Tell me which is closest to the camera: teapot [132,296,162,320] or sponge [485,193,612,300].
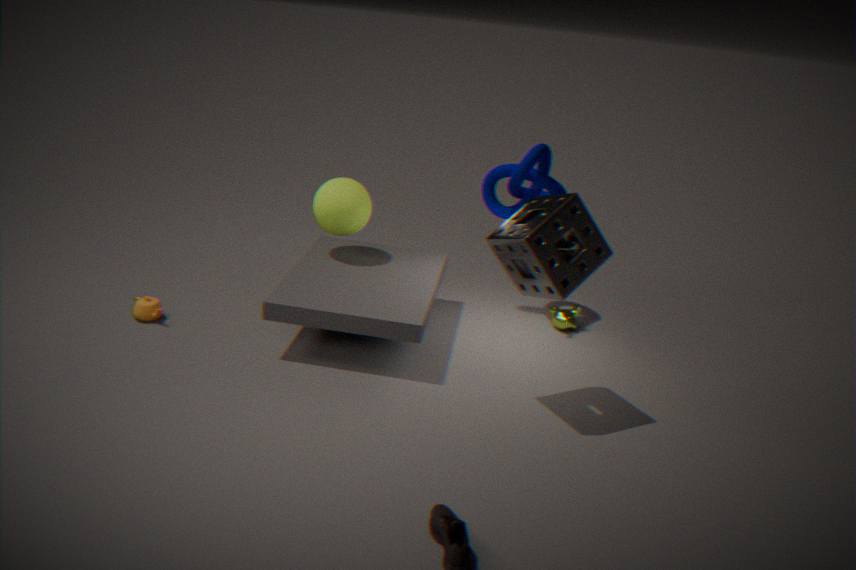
sponge [485,193,612,300]
